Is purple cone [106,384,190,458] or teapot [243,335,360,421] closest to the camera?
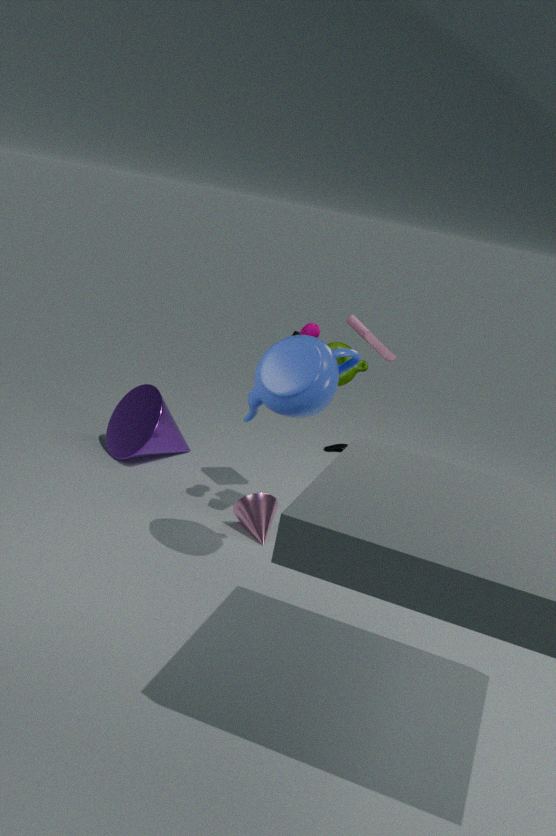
teapot [243,335,360,421]
